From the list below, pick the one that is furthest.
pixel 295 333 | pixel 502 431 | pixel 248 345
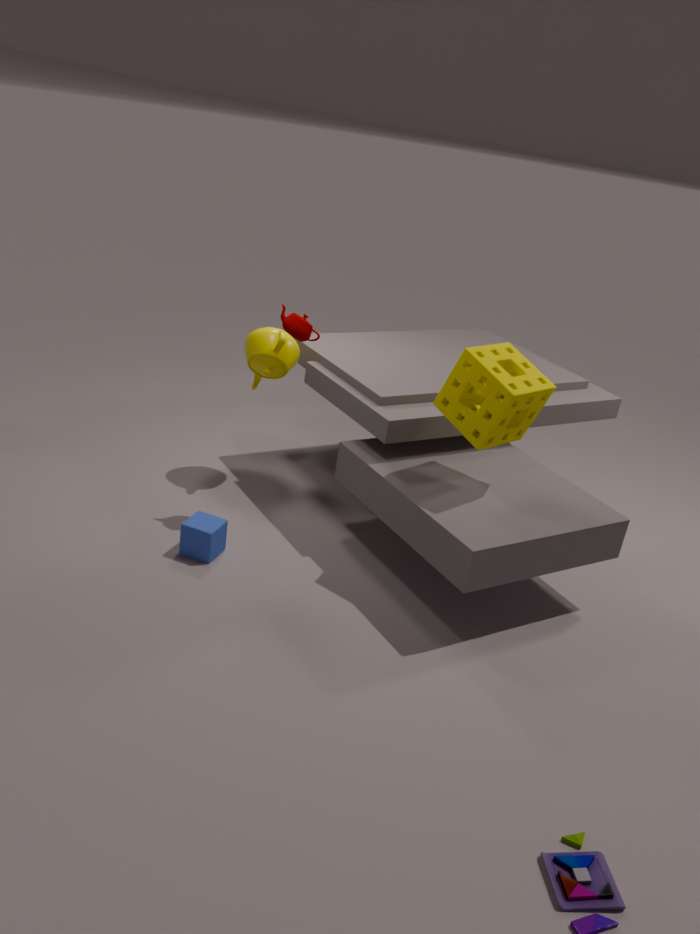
pixel 248 345
